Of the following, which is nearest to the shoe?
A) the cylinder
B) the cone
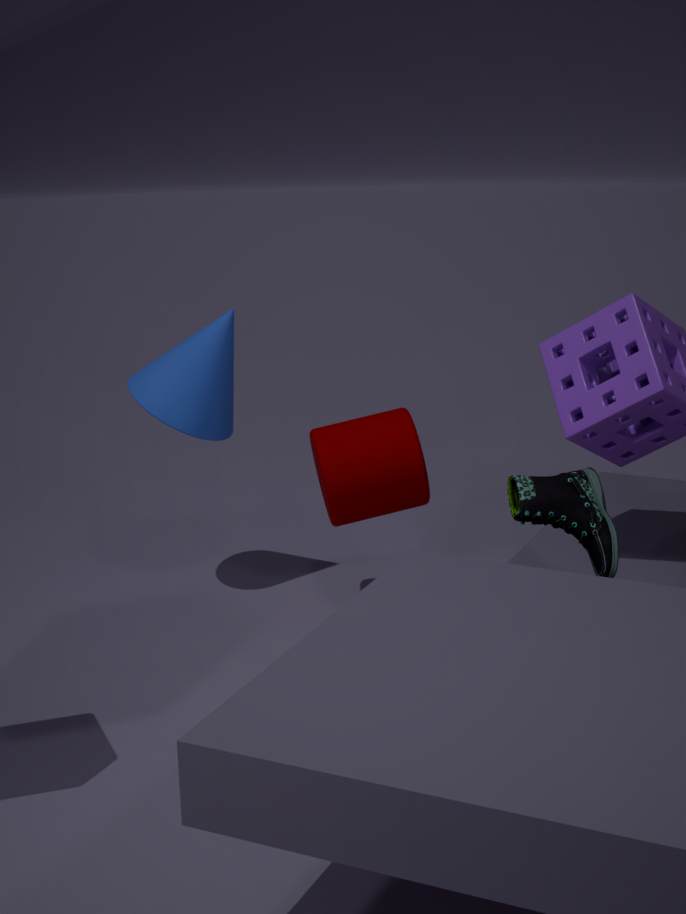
the cylinder
